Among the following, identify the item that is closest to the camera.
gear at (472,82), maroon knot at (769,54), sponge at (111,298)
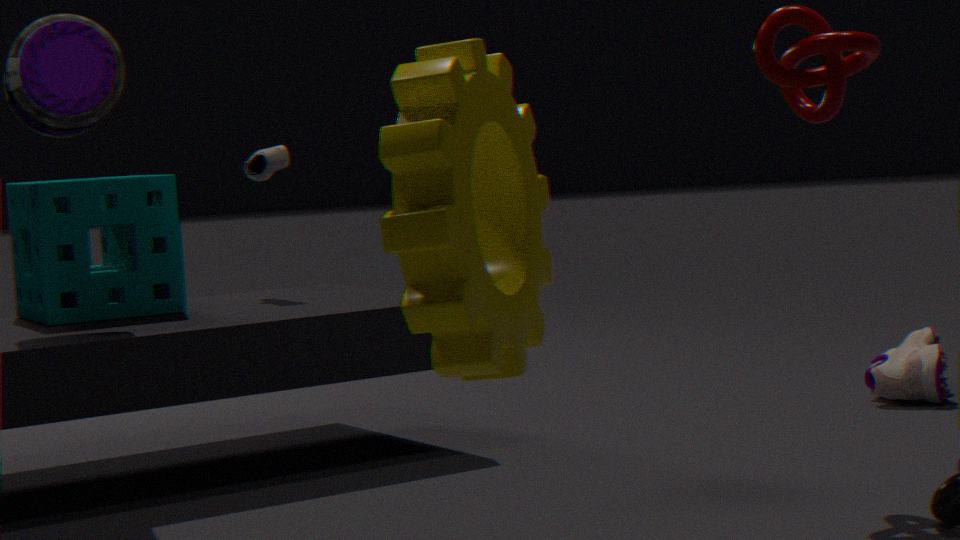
gear at (472,82)
